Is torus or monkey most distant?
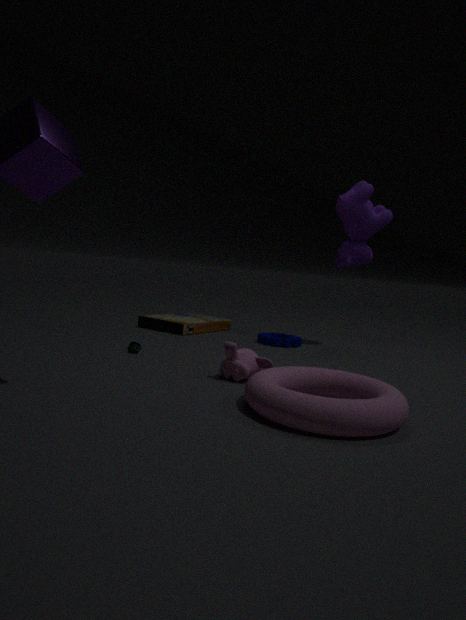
monkey
